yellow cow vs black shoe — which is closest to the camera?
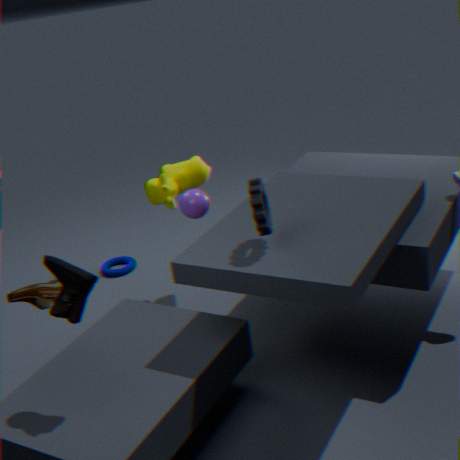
black shoe
